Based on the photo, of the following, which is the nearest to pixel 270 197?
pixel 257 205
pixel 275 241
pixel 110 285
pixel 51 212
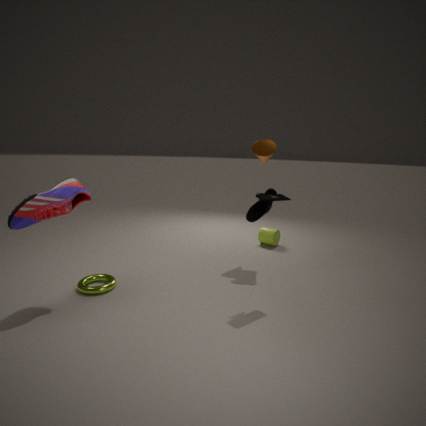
pixel 257 205
